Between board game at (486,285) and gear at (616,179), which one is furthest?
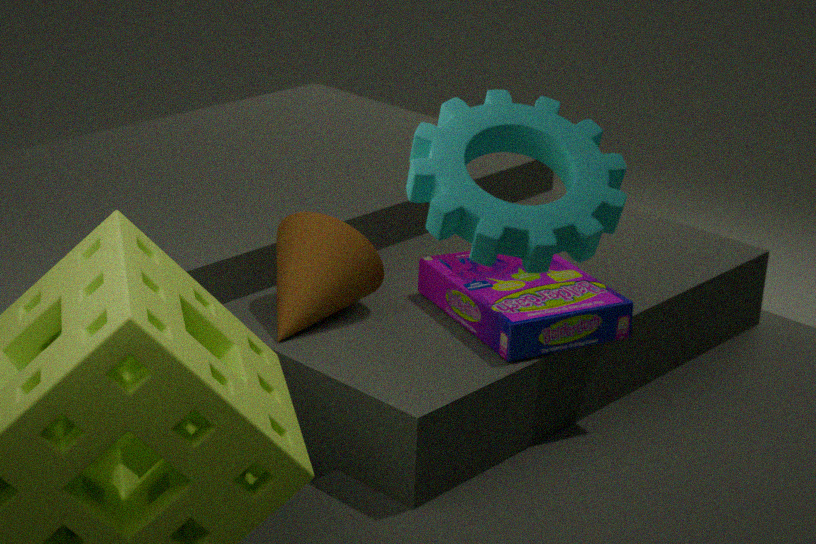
board game at (486,285)
